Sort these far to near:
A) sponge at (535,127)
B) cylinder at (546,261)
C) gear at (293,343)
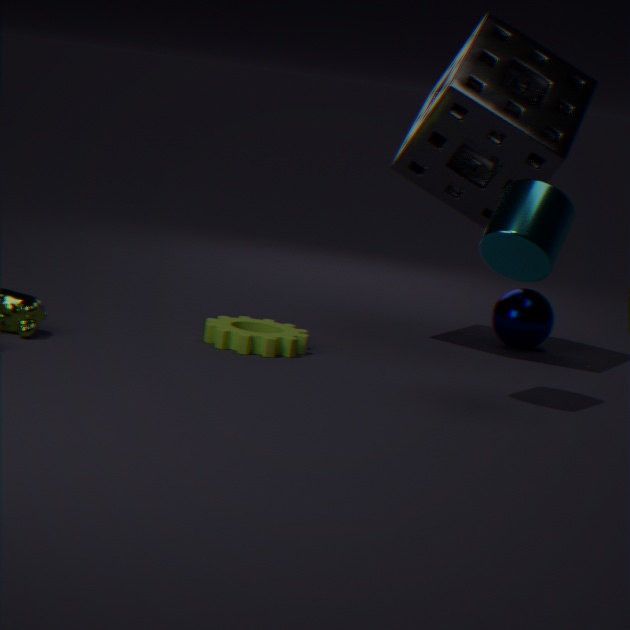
A. sponge at (535,127) < C. gear at (293,343) < B. cylinder at (546,261)
